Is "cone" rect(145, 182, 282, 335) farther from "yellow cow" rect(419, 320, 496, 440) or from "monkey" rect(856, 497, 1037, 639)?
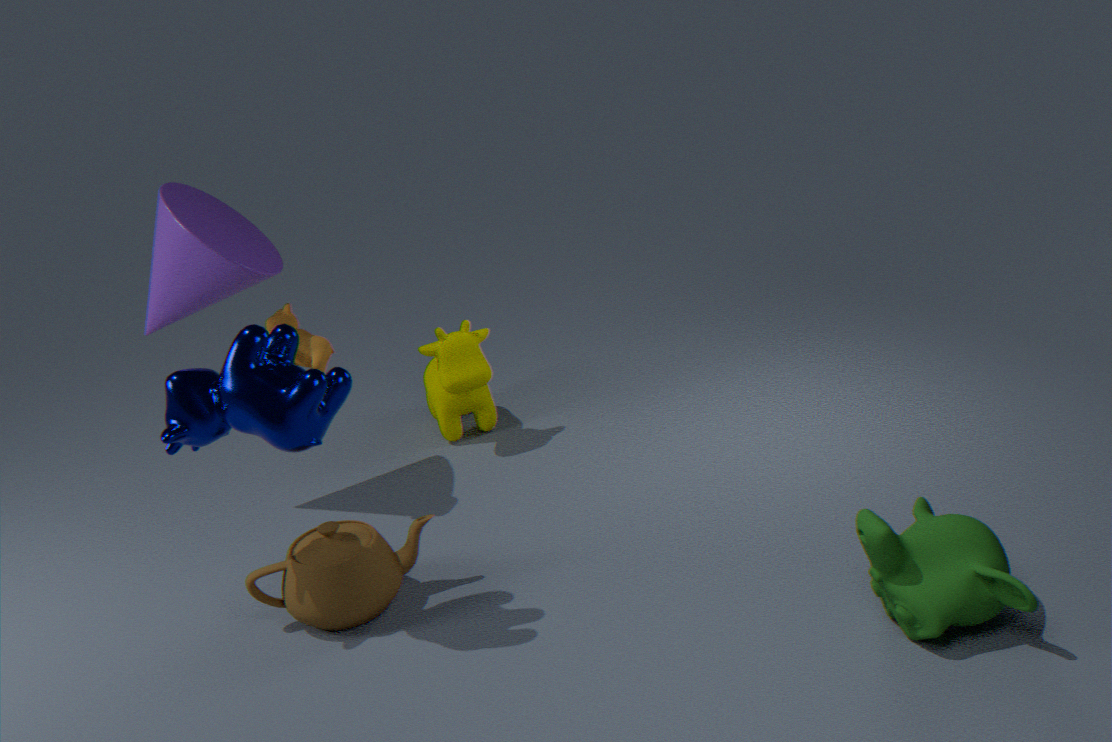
"monkey" rect(856, 497, 1037, 639)
